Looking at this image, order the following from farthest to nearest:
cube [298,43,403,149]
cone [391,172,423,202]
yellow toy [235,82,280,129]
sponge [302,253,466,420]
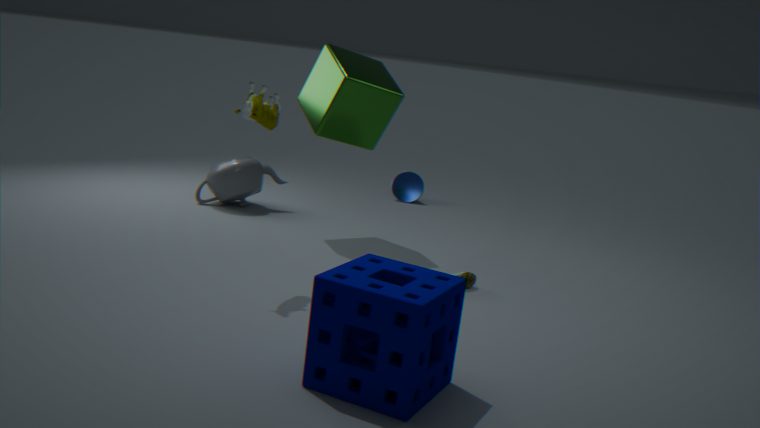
cone [391,172,423,202] < cube [298,43,403,149] < yellow toy [235,82,280,129] < sponge [302,253,466,420]
